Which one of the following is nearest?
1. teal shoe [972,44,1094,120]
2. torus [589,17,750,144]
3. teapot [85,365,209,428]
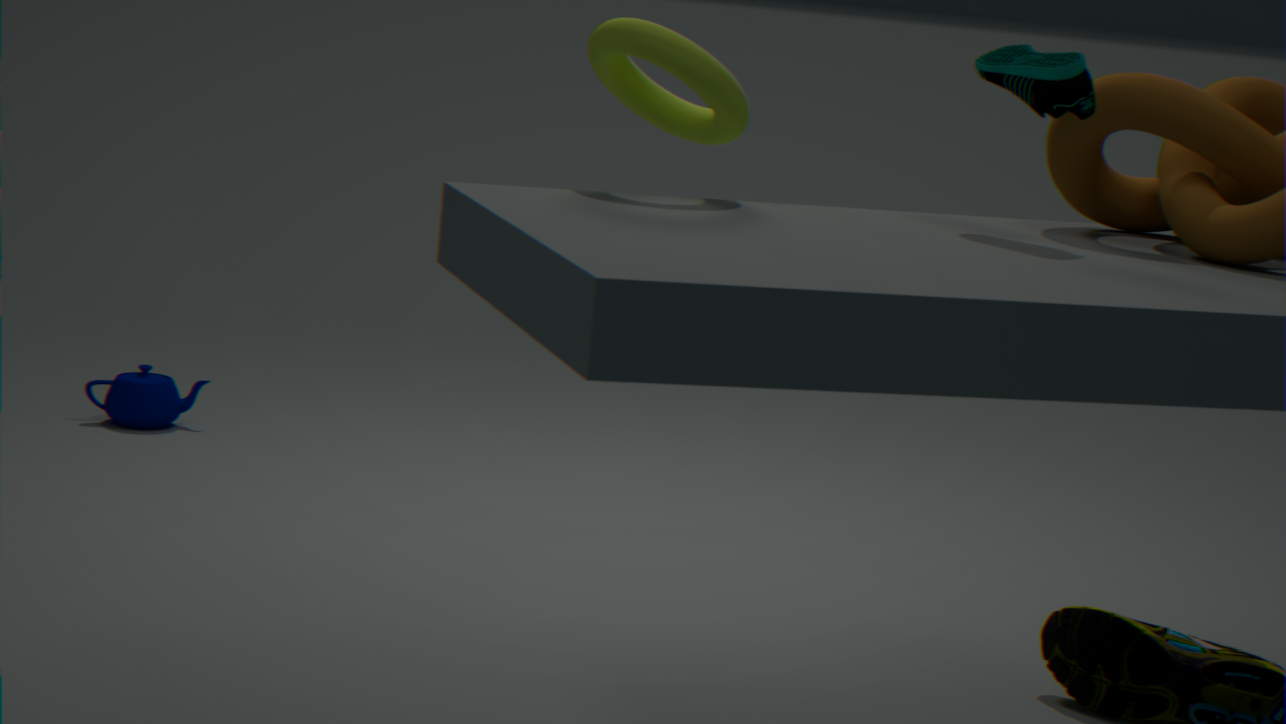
teal shoe [972,44,1094,120]
